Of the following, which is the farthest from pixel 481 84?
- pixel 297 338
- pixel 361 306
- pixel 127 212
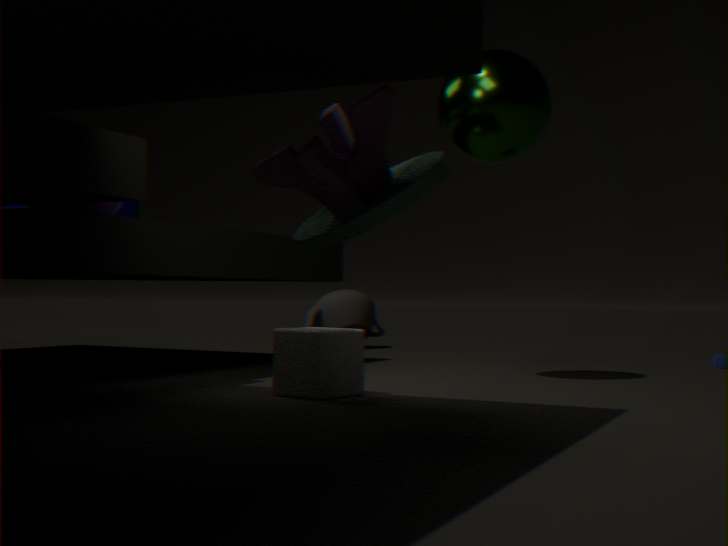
pixel 361 306
